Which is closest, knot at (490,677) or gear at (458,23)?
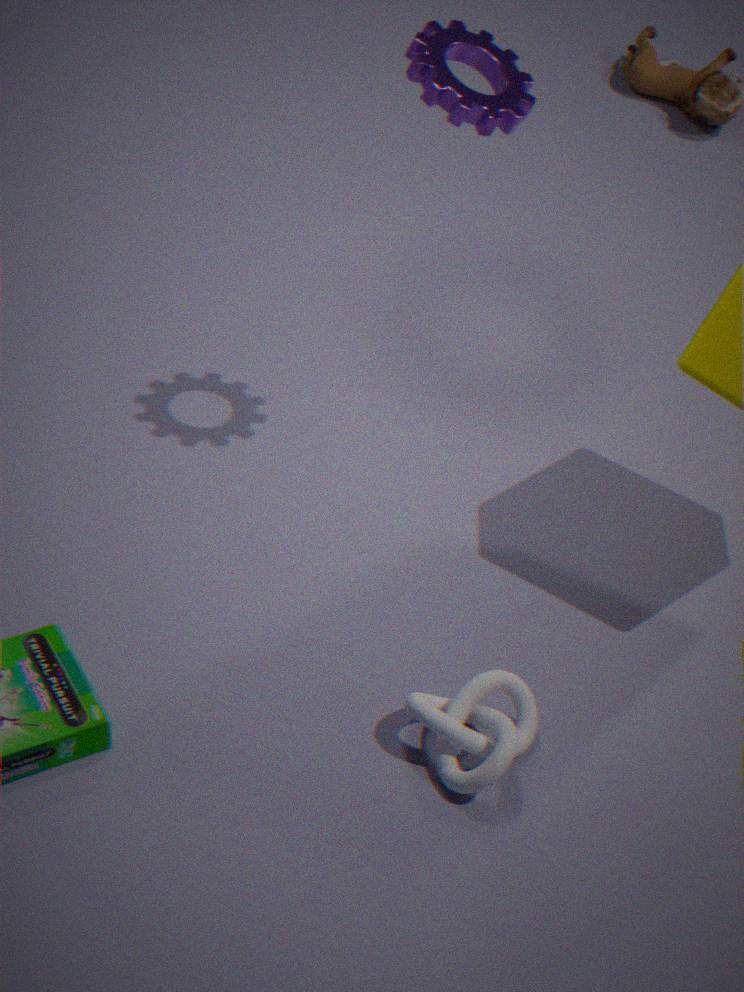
knot at (490,677)
